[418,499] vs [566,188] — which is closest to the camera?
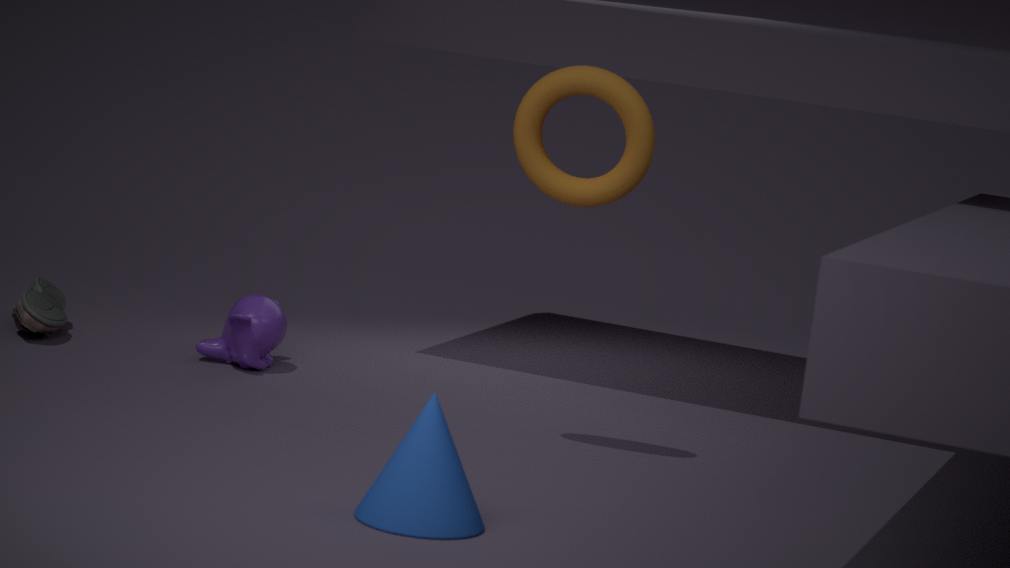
[418,499]
